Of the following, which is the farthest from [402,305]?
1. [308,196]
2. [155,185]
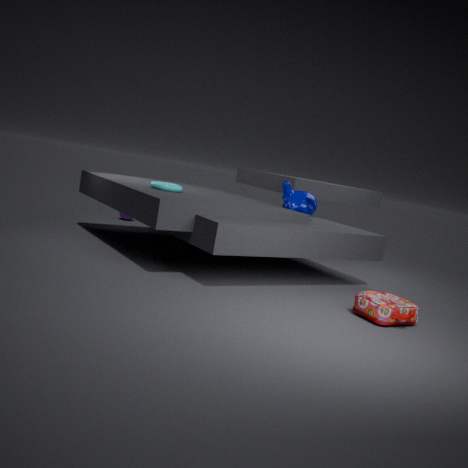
[155,185]
